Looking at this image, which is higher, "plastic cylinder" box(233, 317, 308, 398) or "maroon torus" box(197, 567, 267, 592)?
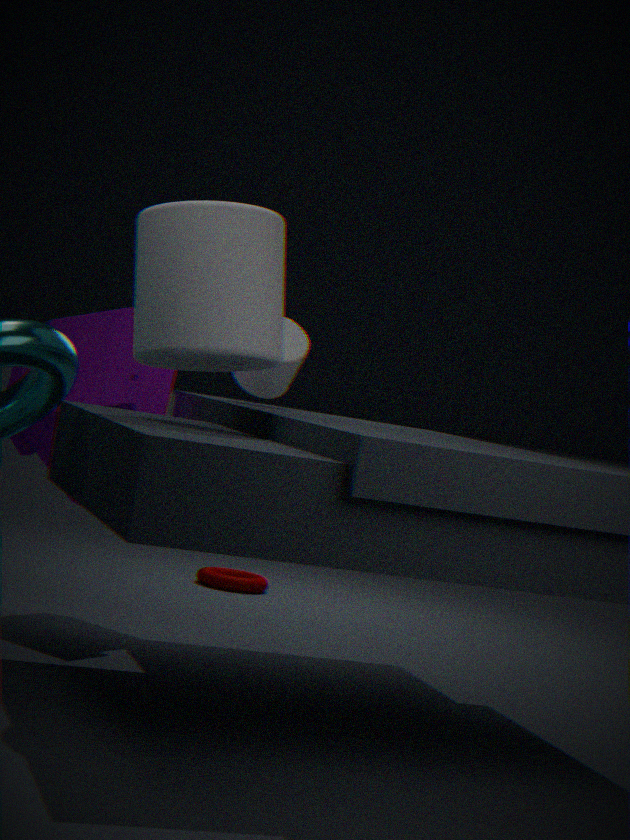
"plastic cylinder" box(233, 317, 308, 398)
